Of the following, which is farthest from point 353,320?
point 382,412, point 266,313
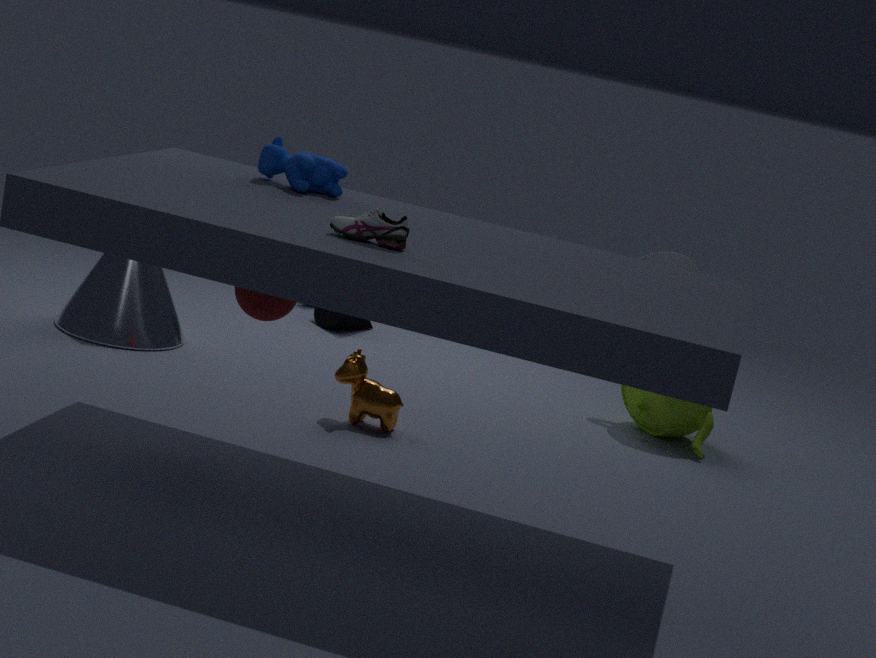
point 266,313
